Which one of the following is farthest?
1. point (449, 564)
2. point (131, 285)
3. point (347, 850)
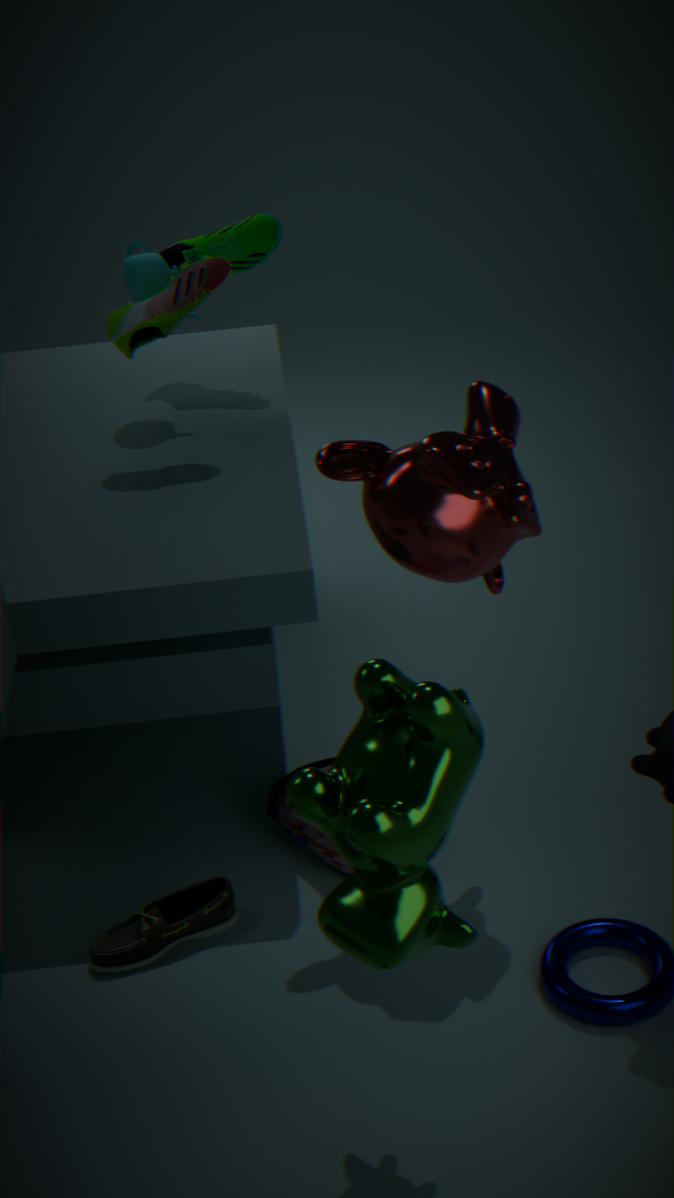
point (131, 285)
